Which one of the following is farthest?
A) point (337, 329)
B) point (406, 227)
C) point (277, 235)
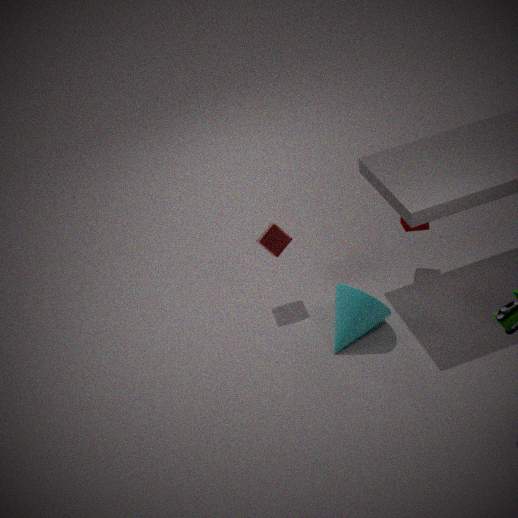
point (406, 227)
